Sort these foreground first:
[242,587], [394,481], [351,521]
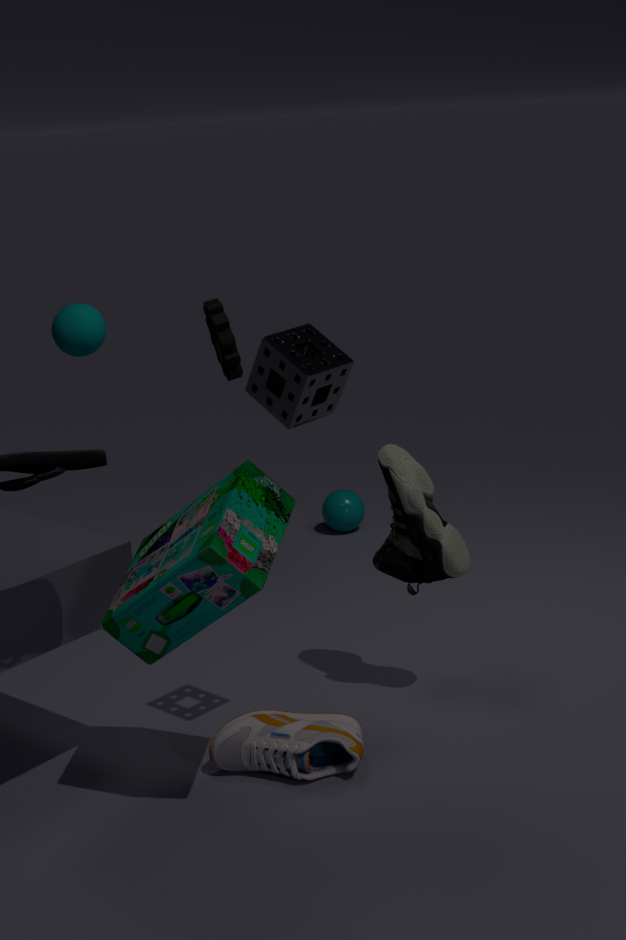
[242,587] < [394,481] < [351,521]
